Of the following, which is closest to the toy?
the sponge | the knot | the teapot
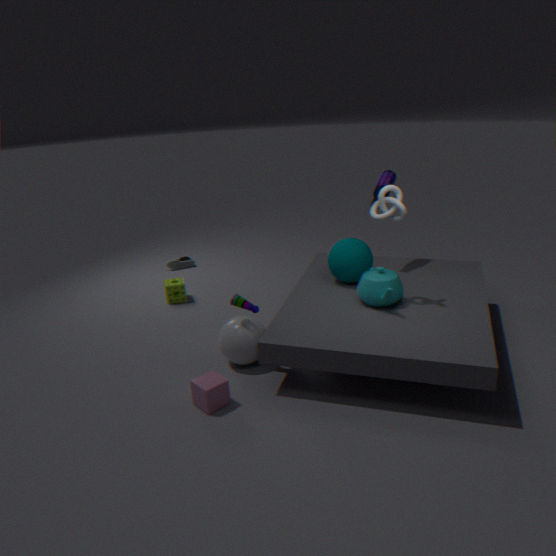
the teapot
